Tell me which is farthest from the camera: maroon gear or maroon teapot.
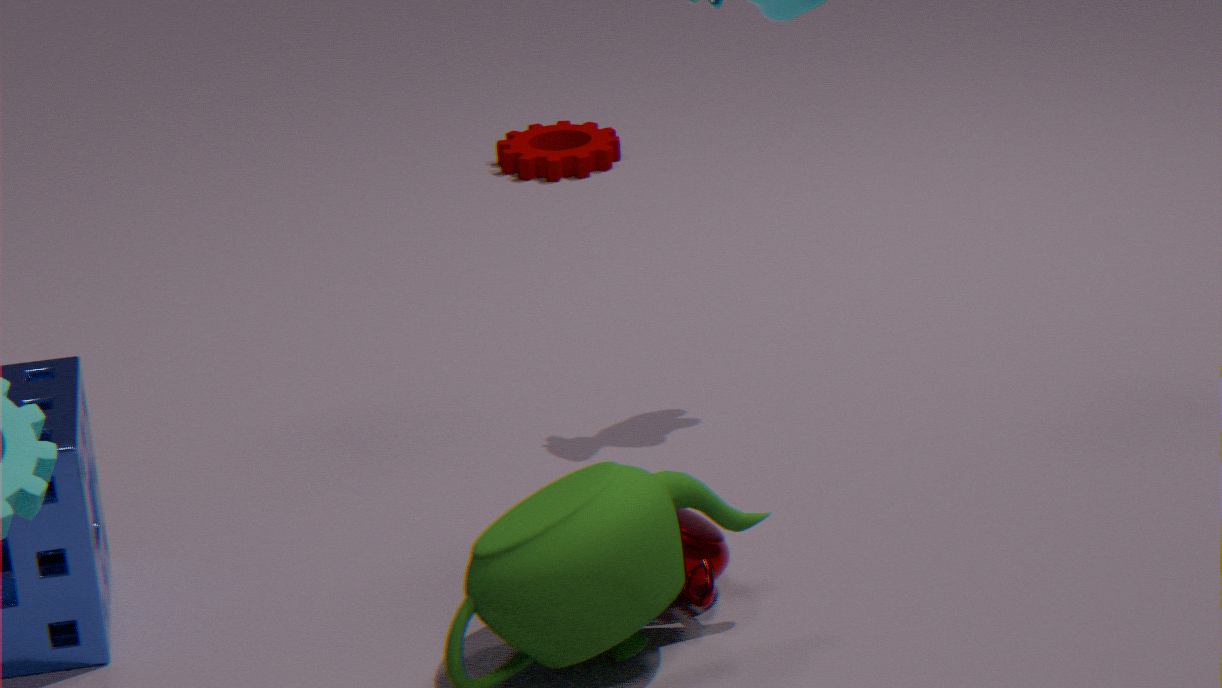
maroon gear
